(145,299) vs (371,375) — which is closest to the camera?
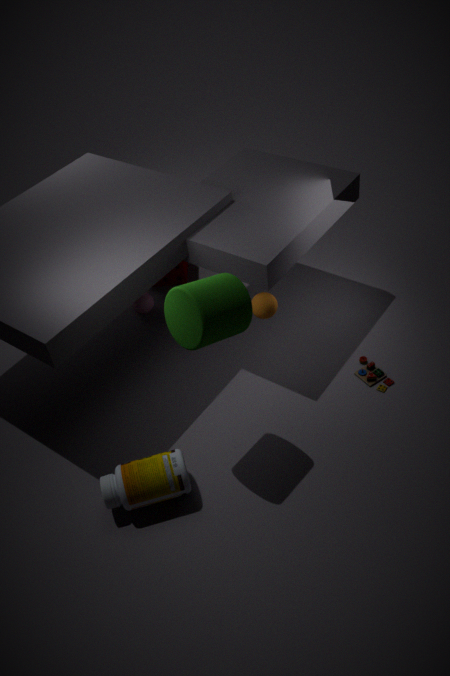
(371,375)
